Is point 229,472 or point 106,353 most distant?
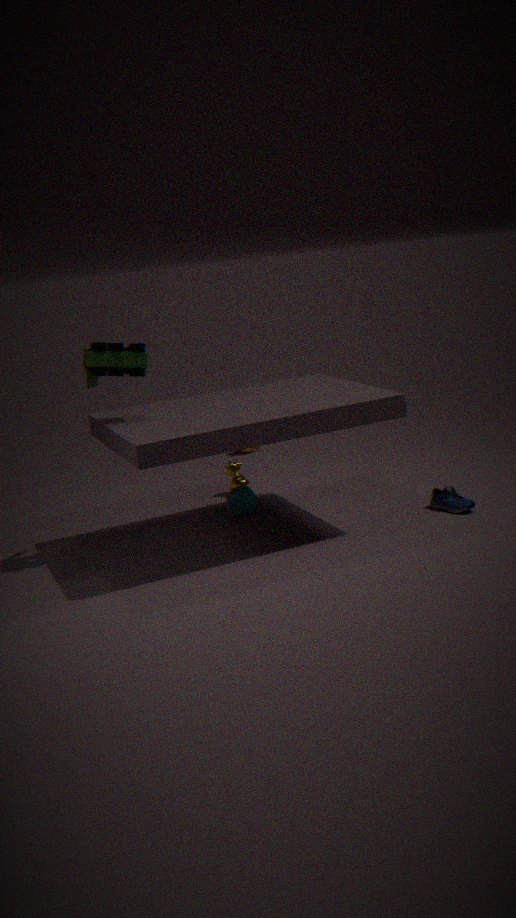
point 229,472
